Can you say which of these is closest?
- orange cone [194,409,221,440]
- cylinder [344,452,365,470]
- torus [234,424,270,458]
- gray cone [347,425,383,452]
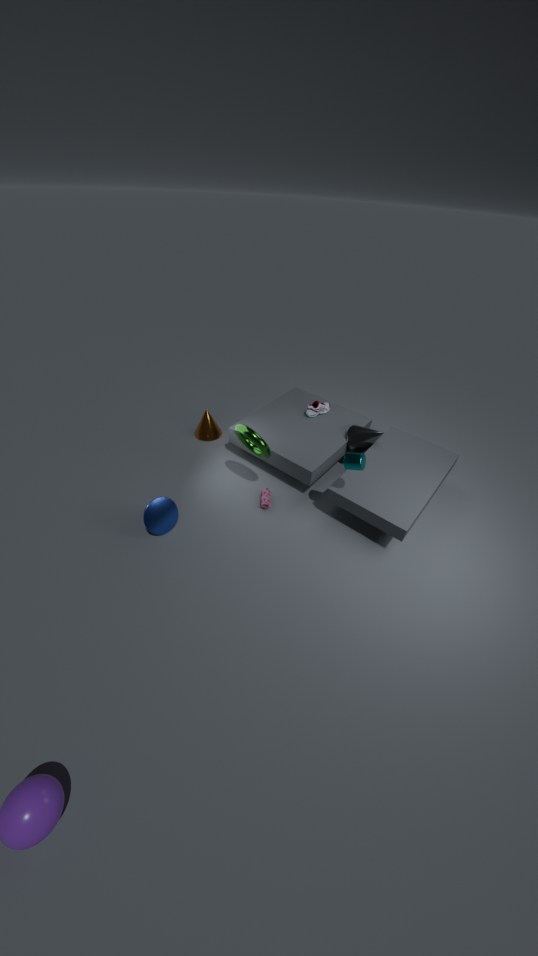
cylinder [344,452,365,470]
